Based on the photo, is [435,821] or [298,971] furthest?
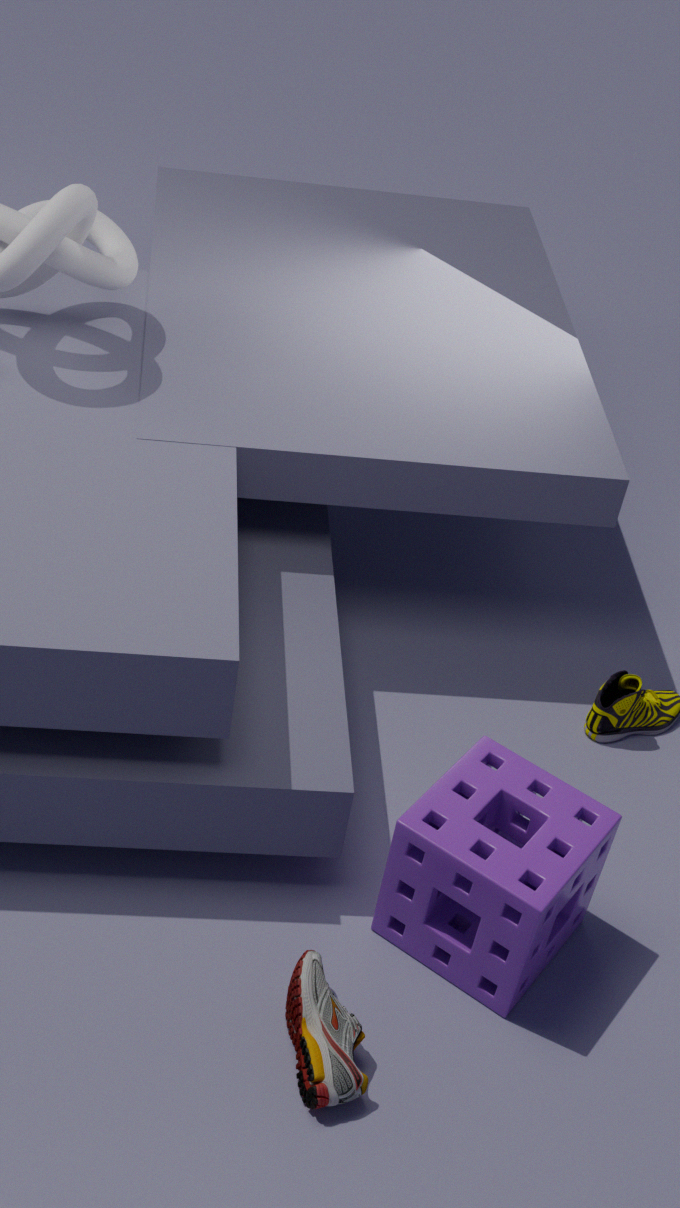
[435,821]
